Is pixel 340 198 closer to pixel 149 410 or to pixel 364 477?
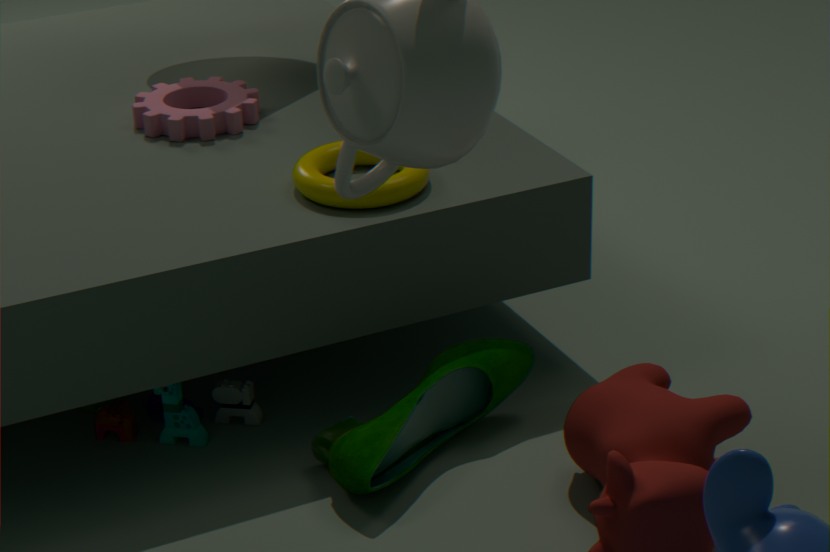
pixel 364 477
